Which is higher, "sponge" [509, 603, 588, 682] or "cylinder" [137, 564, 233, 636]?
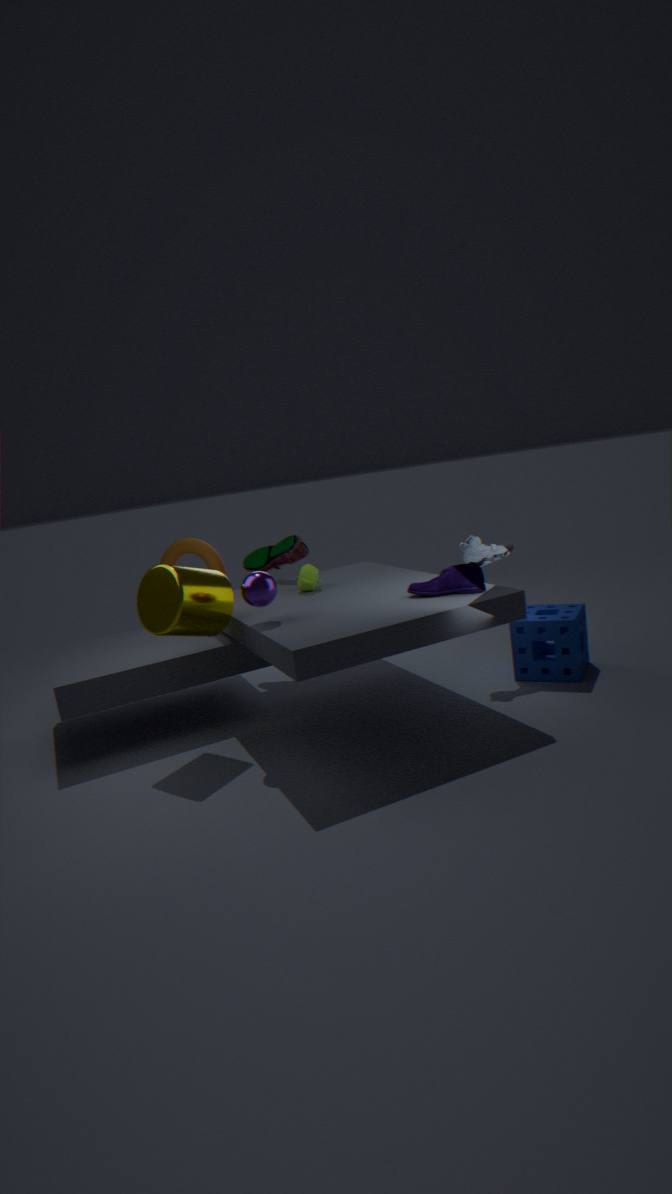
"cylinder" [137, 564, 233, 636]
